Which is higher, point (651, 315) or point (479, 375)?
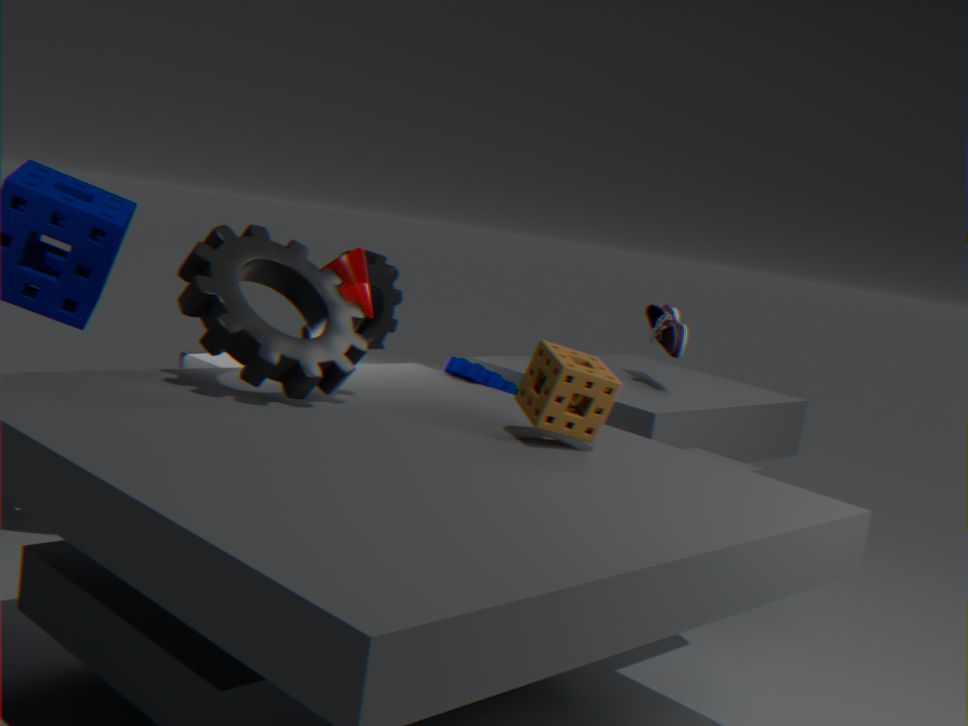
point (651, 315)
